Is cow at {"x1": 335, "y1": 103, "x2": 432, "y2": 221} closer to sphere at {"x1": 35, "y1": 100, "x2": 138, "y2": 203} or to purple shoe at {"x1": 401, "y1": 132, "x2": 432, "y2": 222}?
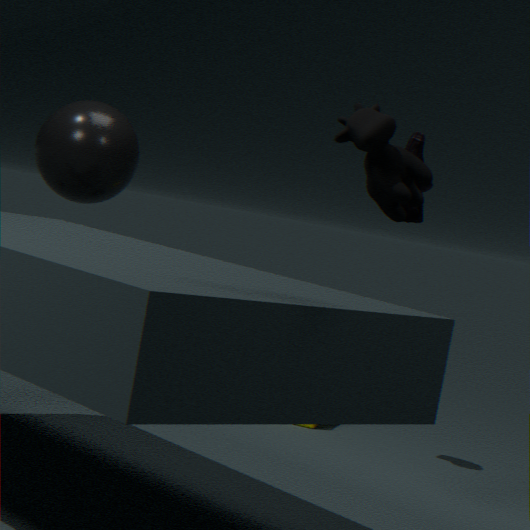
purple shoe at {"x1": 401, "y1": 132, "x2": 432, "y2": 222}
